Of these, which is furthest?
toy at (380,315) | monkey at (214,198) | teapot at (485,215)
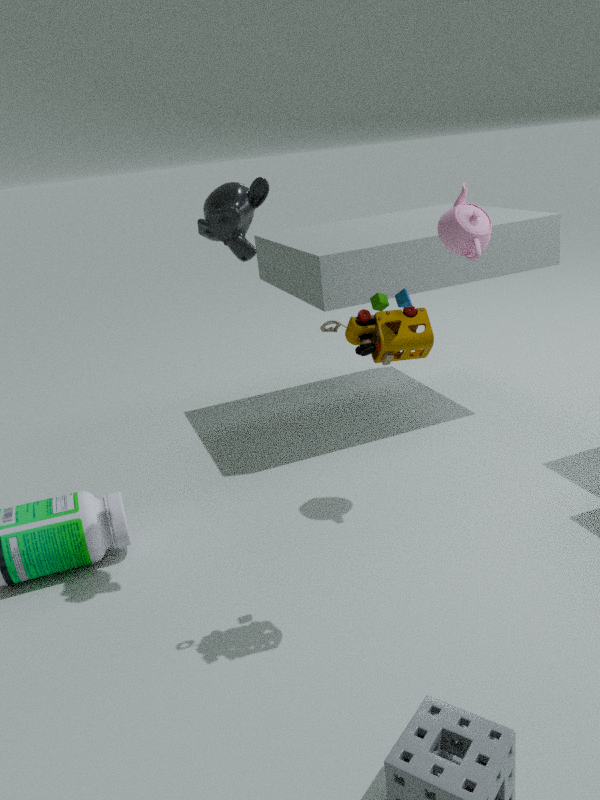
teapot at (485,215)
